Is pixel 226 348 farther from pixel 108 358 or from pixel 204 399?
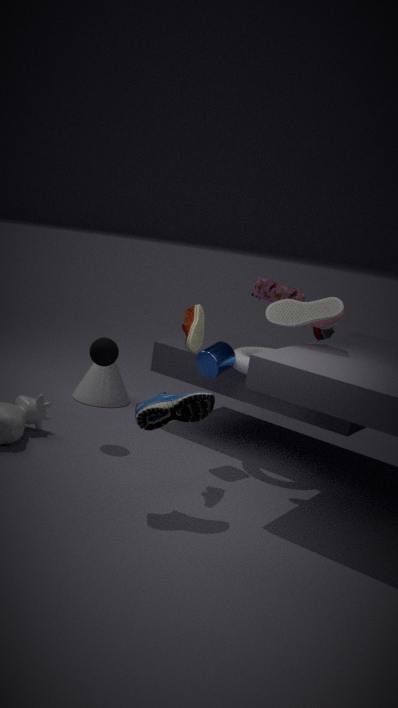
pixel 204 399
